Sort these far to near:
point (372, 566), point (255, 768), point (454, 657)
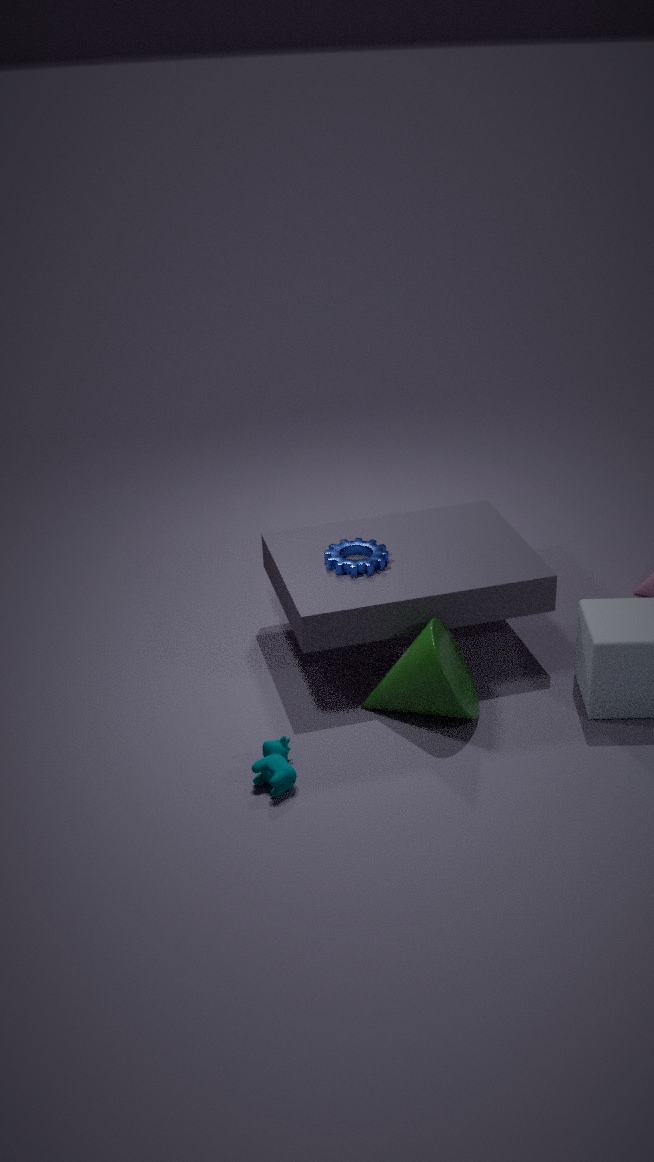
point (372, 566), point (454, 657), point (255, 768)
